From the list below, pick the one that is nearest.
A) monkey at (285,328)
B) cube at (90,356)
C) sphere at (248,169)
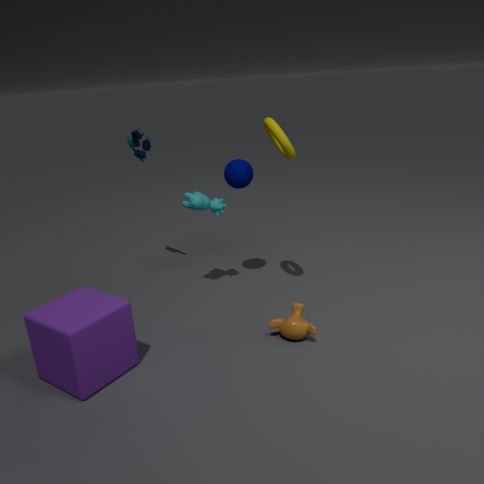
cube at (90,356)
